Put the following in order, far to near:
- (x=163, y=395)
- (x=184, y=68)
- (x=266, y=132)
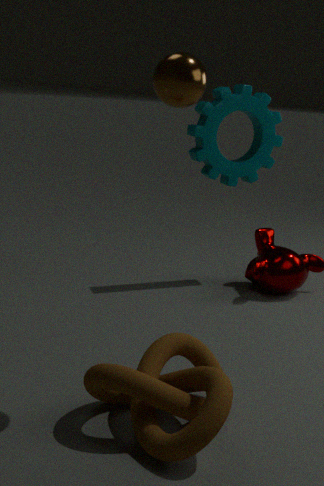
(x=266, y=132)
(x=163, y=395)
(x=184, y=68)
